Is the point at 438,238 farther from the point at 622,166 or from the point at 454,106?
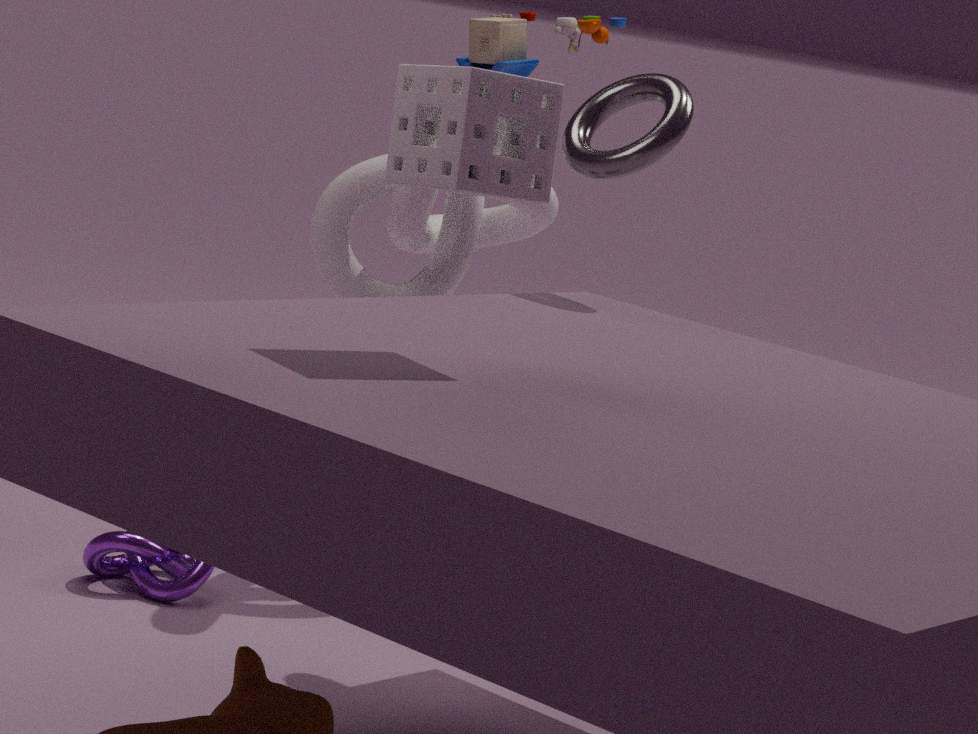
the point at 454,106
